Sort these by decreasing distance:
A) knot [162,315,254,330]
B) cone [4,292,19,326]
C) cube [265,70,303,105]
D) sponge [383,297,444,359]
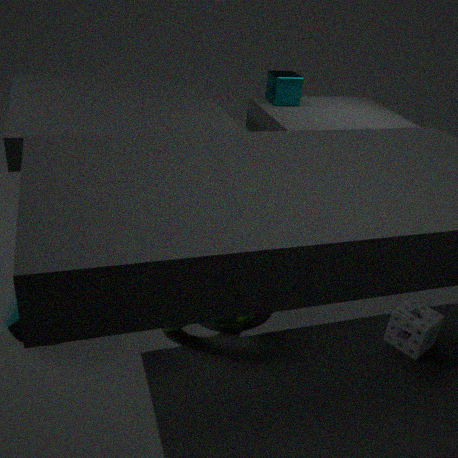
cube [265,70,303,105] < sponge [383,297,444,359] < knot [162,315,254,330] < cone [4,292,19,326]
